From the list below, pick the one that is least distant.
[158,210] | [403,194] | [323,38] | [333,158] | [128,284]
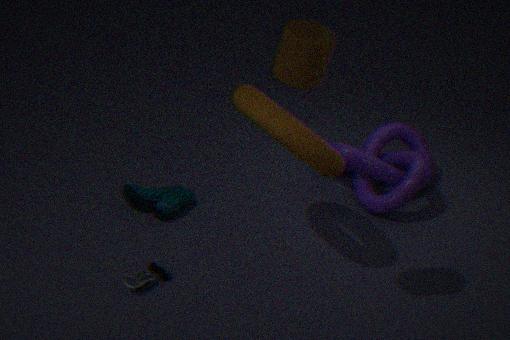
[323,38]
